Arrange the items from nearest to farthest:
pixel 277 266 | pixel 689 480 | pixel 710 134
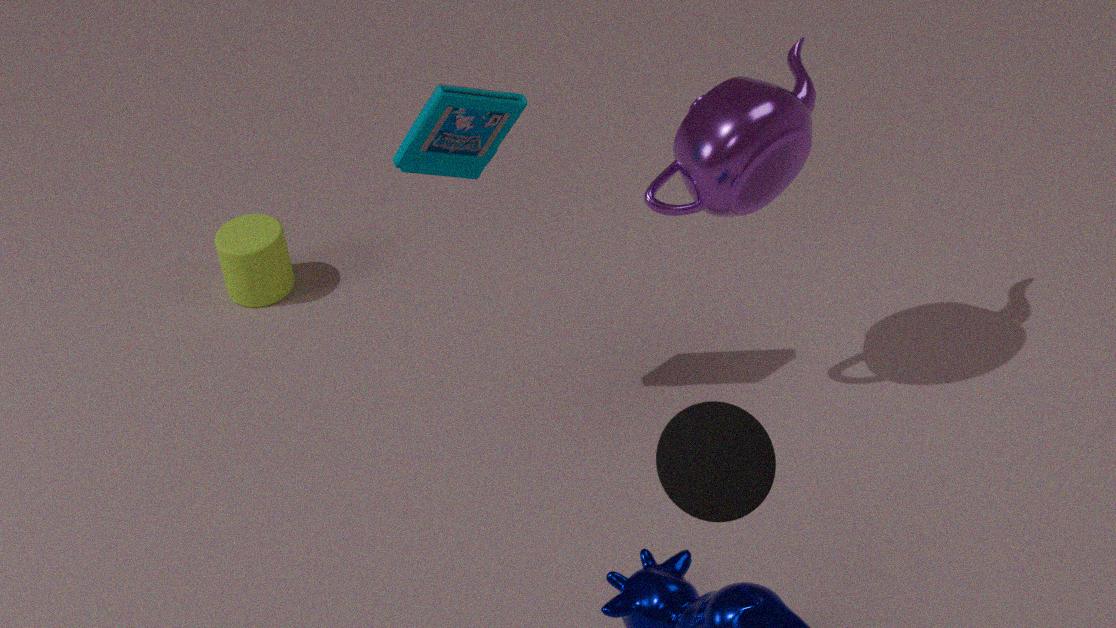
pixel 689 480
pixel 710 134
pixel 277 266
